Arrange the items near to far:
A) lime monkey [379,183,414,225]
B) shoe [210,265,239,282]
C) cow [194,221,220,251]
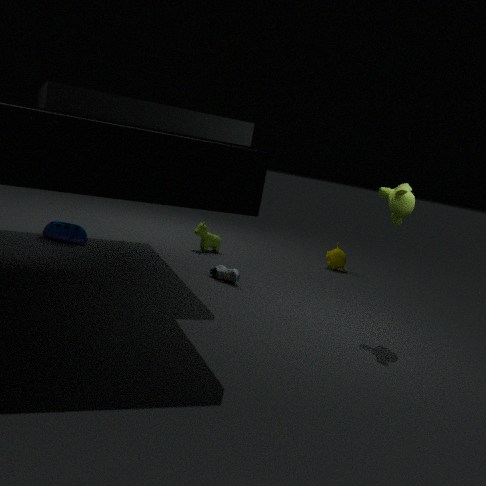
1. lime monkey [379,183,414,225]
2. shoe [210,265,239,282]
3. cow [194,221,220,251]
